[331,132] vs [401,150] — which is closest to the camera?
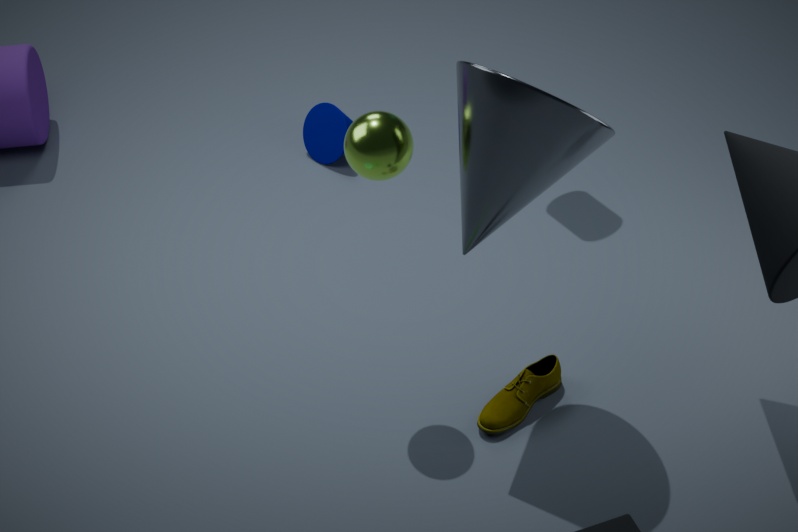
[401,150]
